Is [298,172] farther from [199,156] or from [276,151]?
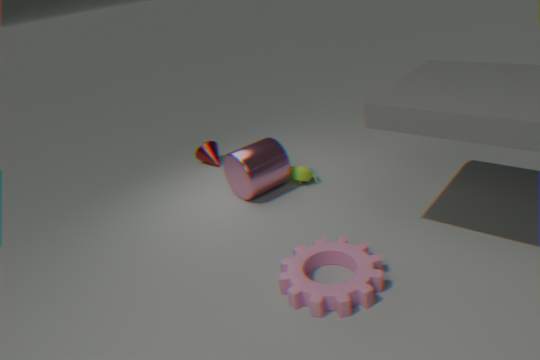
[199,156]
